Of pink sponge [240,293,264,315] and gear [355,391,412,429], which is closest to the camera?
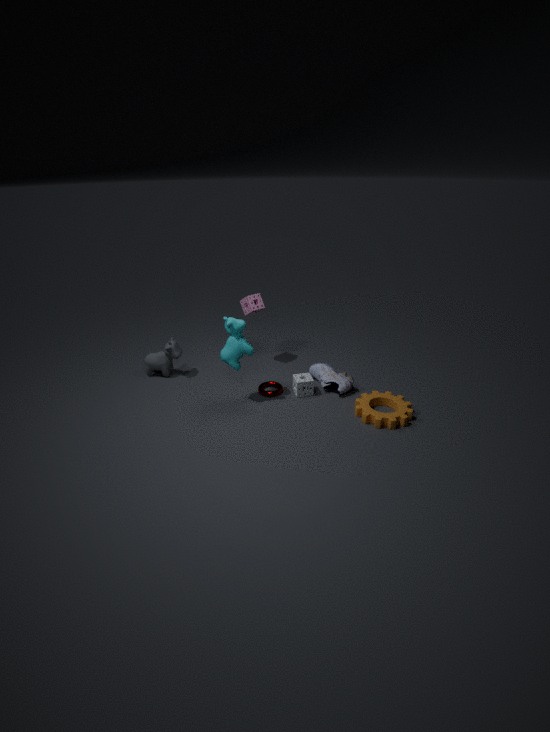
gear [355,391,412,429]
